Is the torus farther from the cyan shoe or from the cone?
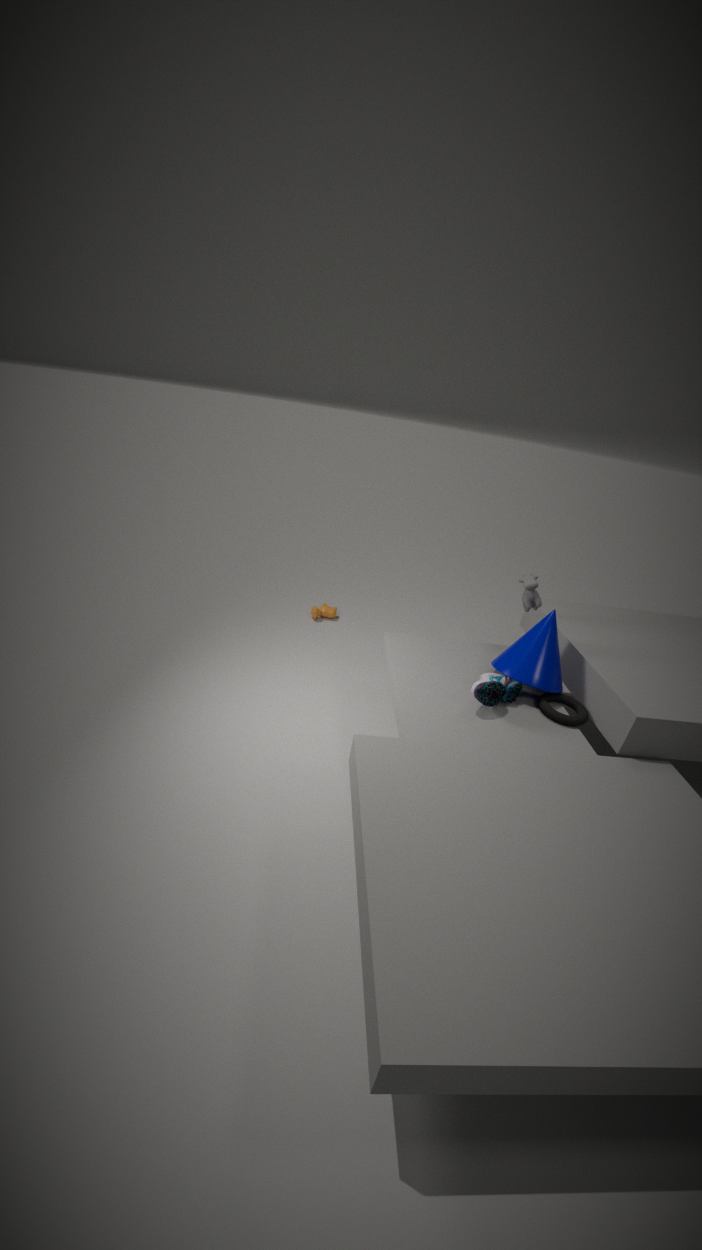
the cyan shoe
